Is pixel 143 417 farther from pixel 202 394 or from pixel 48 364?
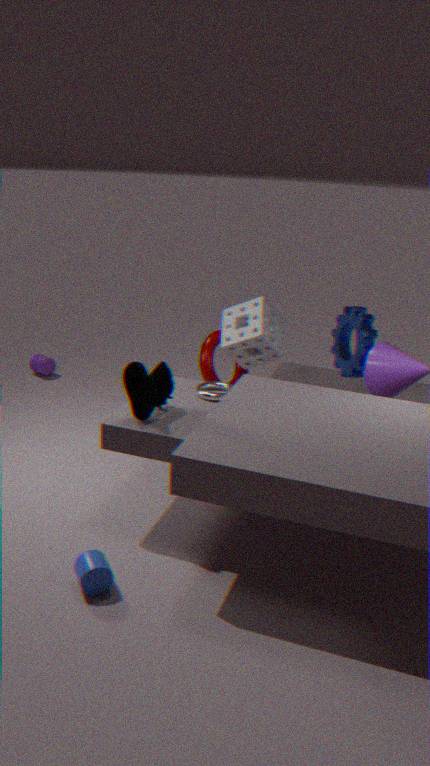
pixel 48 364
